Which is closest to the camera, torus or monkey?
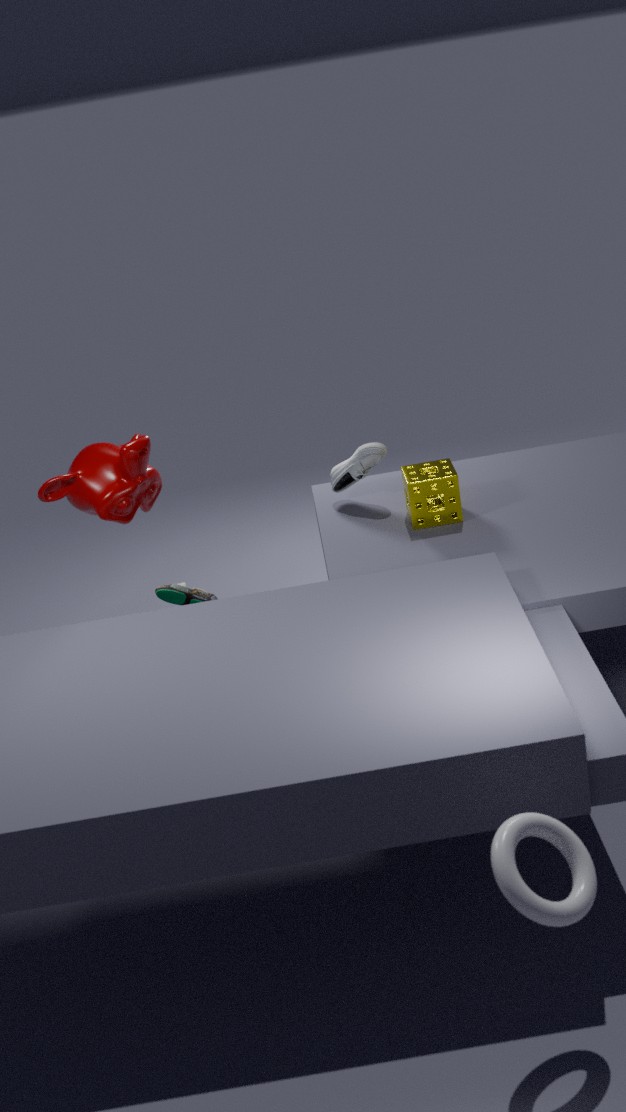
torus
